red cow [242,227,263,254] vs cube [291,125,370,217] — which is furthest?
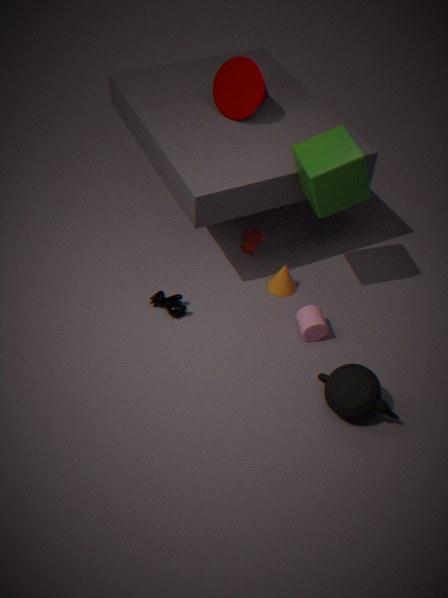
red cow [242,227,263,254]
